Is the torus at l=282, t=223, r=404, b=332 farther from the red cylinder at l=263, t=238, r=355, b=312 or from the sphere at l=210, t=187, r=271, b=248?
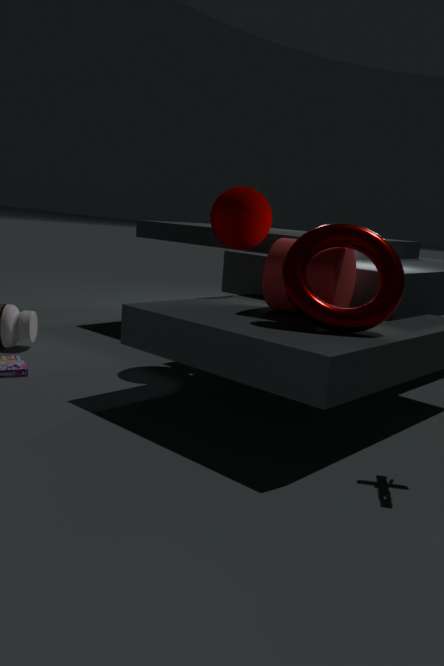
the sphere at l=210, t=187, r=271, b=248
